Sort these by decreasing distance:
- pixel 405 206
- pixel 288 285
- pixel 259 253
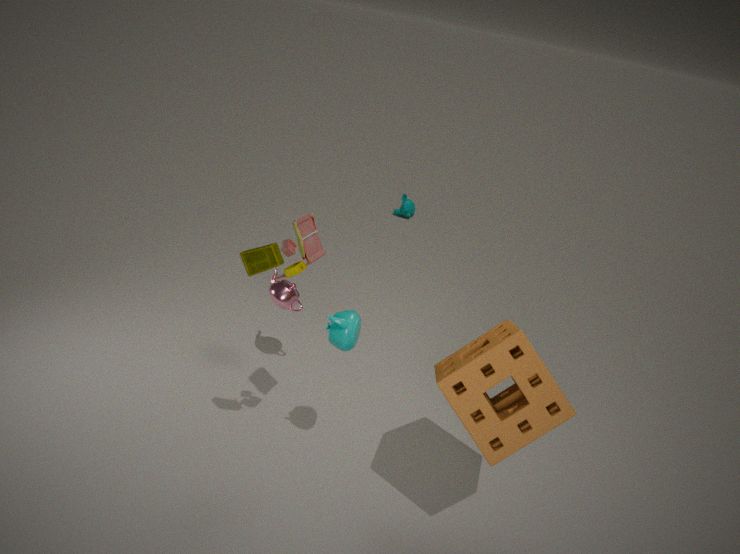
pixel 405 206, pixel 288 285, pixel 259 253
